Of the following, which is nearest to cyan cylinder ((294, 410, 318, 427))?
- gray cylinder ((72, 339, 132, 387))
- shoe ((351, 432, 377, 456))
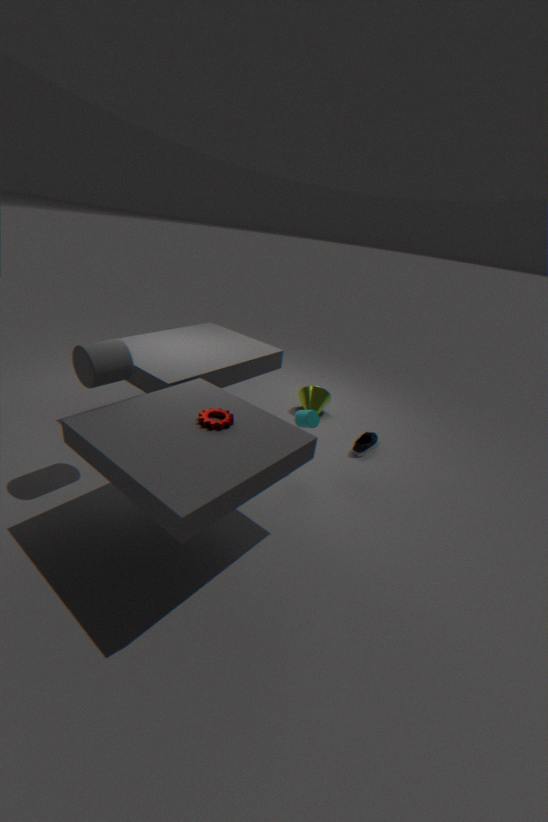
shoe ((351, 432, 377, 456))
